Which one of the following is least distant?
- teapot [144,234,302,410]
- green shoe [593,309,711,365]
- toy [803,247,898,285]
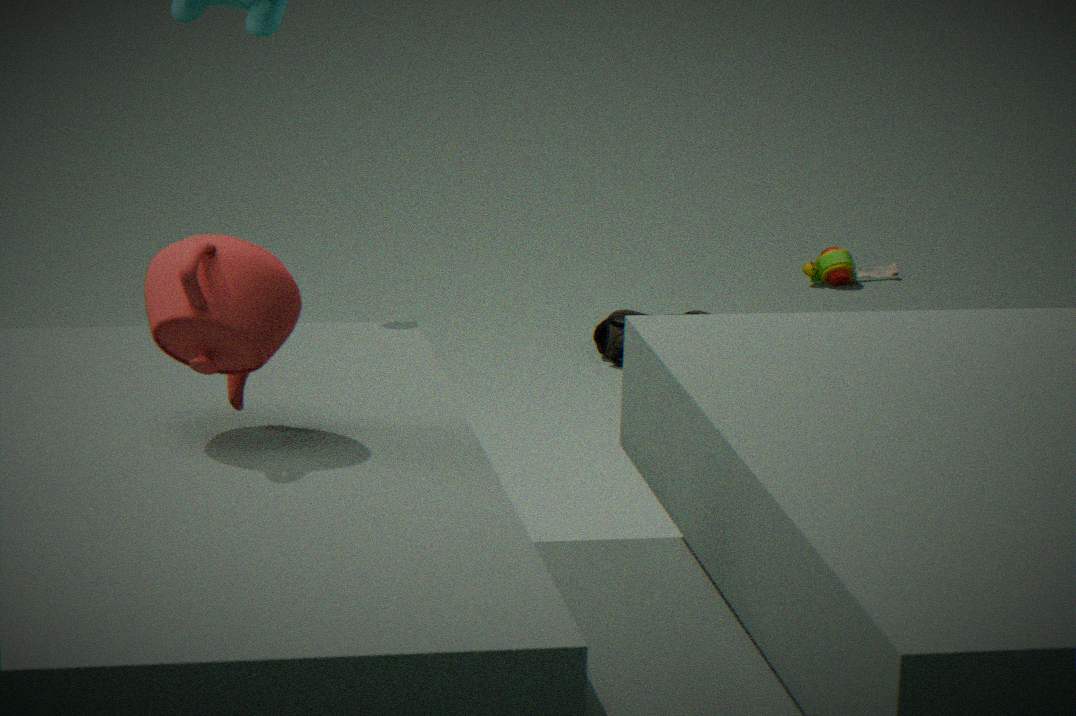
teapot [144,234,302,410]
